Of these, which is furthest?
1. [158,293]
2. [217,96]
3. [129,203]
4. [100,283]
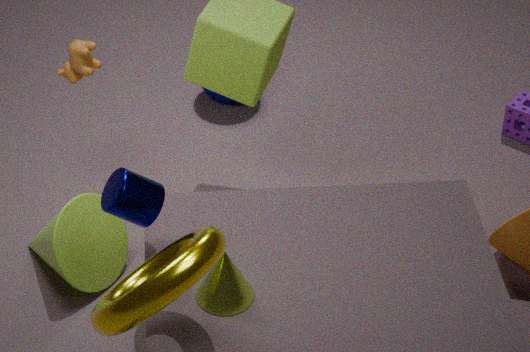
[217,96]
